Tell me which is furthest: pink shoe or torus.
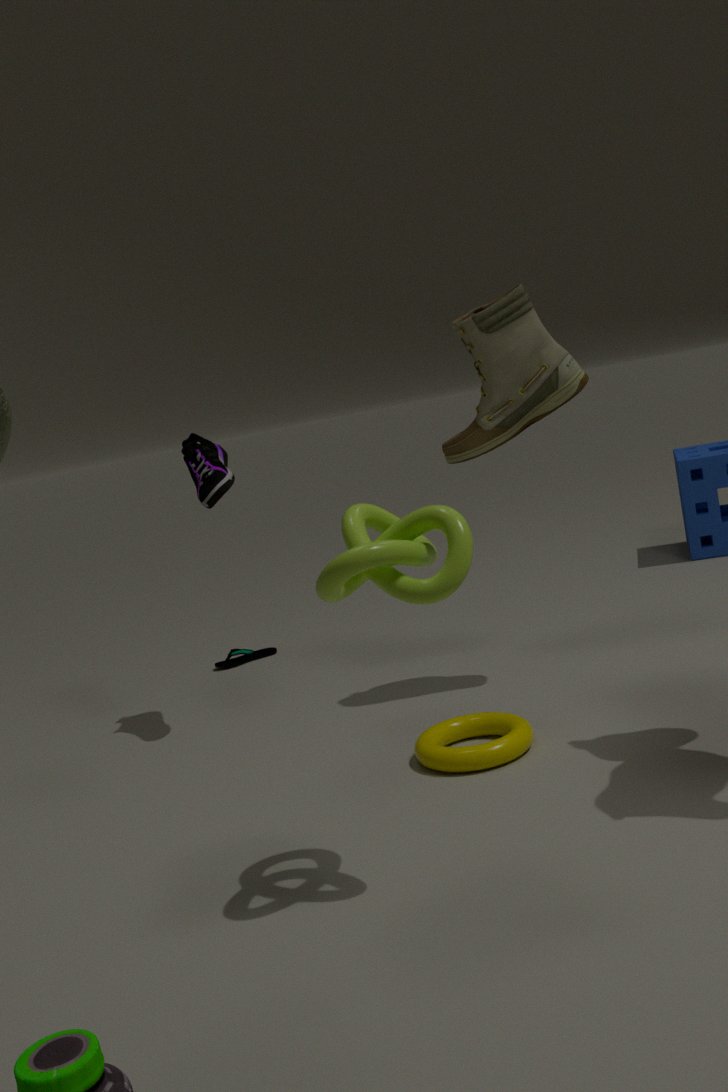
pink shoe
